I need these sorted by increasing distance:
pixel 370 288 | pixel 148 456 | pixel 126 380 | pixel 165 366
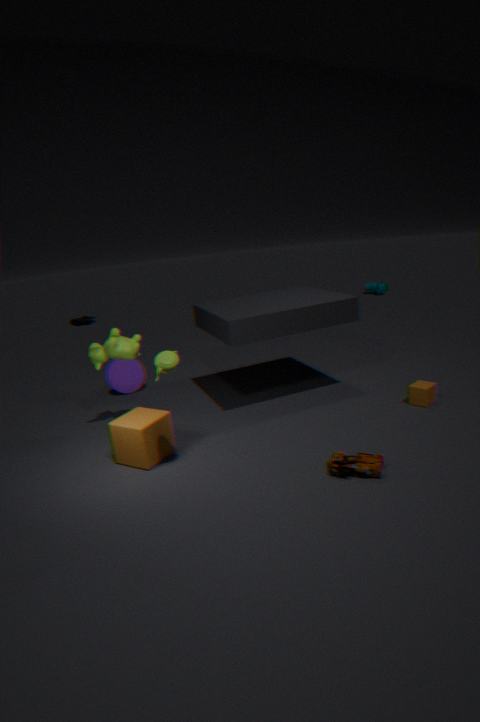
1. pixel 165 366
2. pixel 148 456
3. pixel 126 380
4. pixel 370 288
